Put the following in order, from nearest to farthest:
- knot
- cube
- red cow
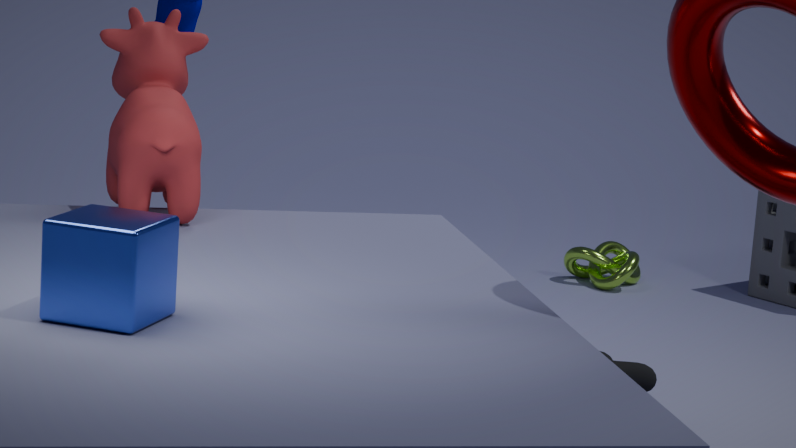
1. cube
2. red cow
3. knot
